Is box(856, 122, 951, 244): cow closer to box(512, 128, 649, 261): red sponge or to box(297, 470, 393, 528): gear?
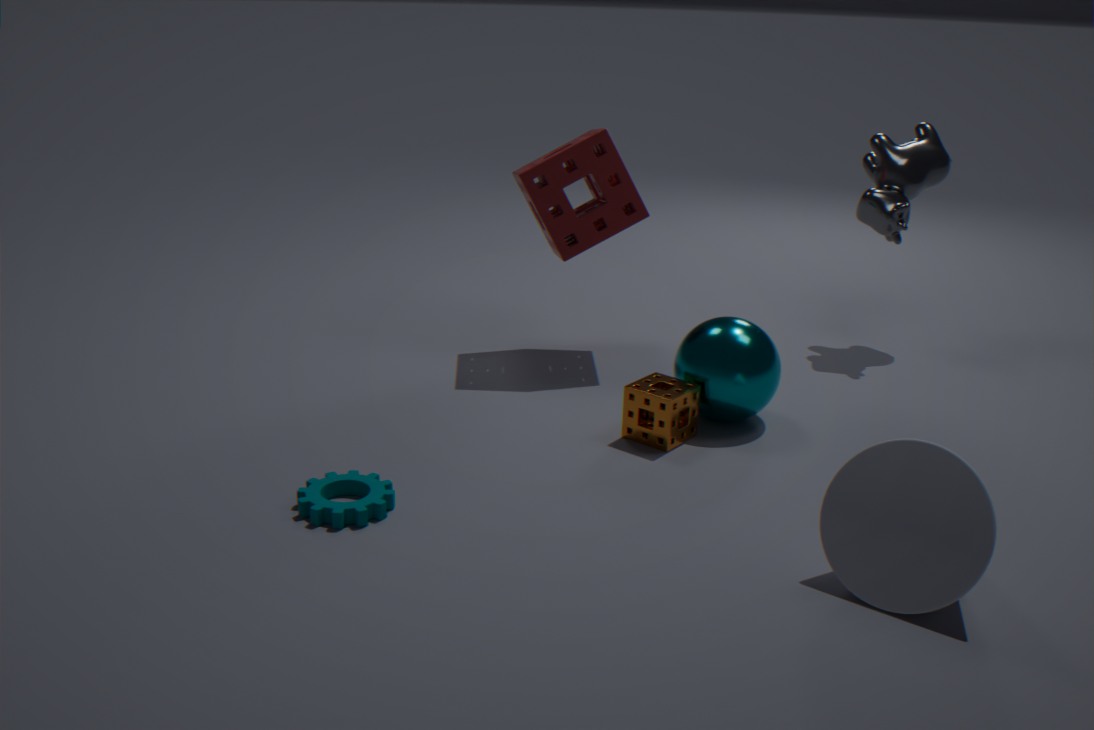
box(512, 128, 649, 261): red sponge
